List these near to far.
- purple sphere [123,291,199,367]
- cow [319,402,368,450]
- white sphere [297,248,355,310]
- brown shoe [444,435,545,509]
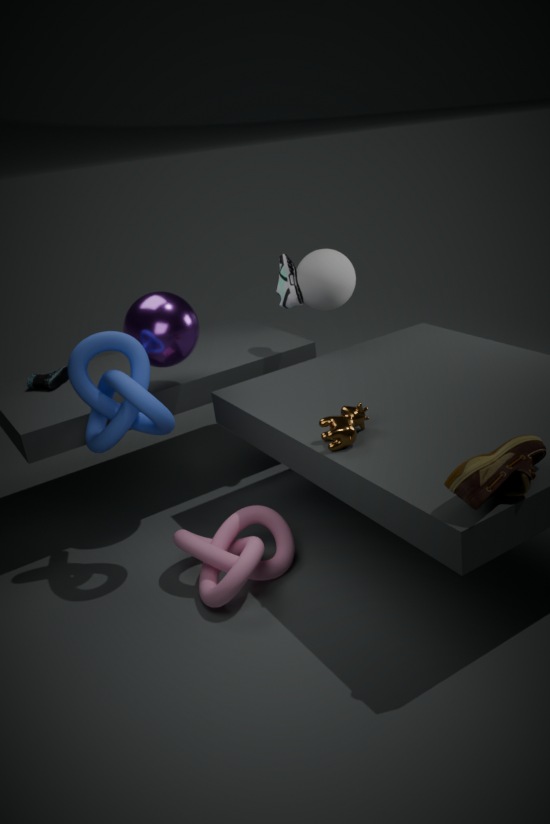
brown shoe [444,435,545,509], cow [319,402,368,450], purple sphere [123,291,199,367], white sphere [297,248,355,310]
